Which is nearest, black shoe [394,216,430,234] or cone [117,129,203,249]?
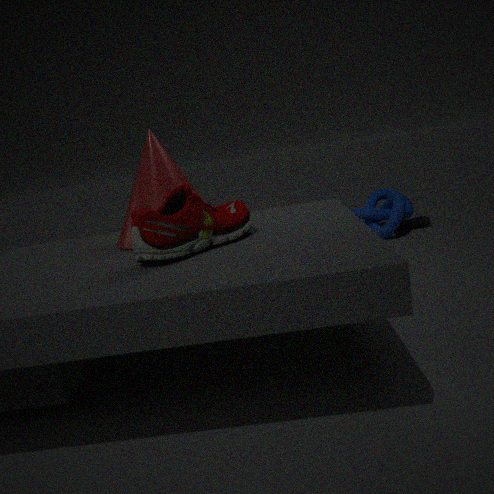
cone [117,129,203,249]
